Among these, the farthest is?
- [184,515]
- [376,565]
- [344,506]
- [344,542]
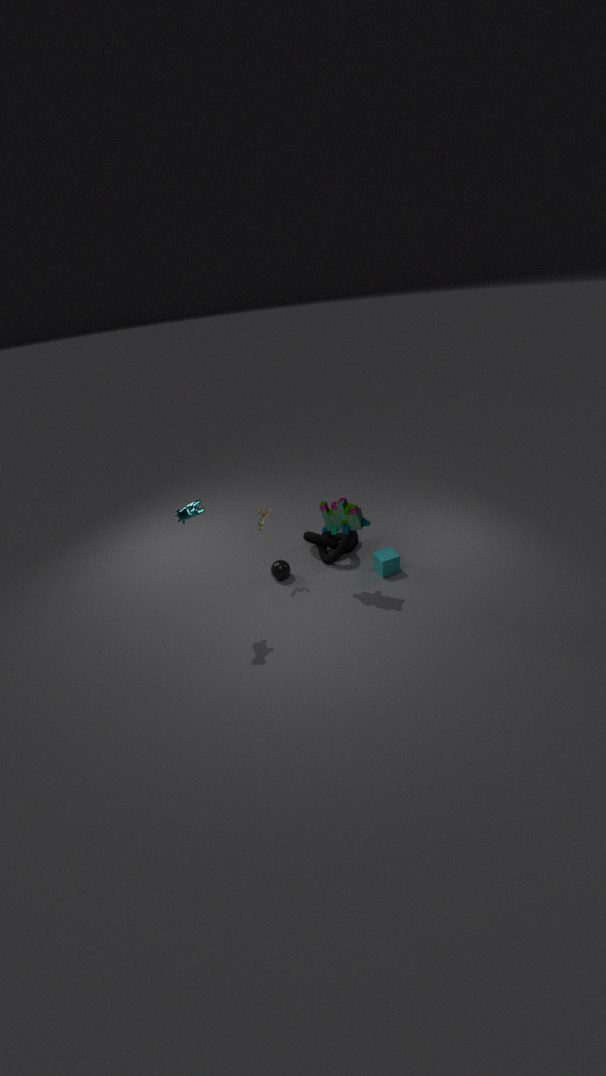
[344,542]
